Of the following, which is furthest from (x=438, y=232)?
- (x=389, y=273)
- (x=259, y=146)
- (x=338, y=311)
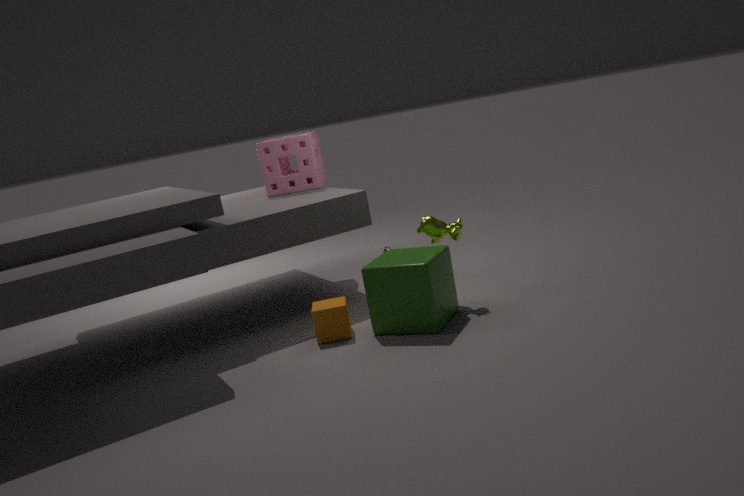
(x=259, y=146)
